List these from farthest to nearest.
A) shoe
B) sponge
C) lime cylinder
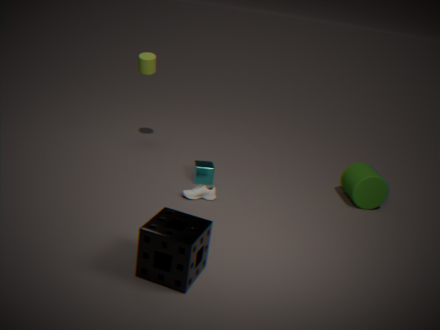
lime cylinder → shoe → sponge
